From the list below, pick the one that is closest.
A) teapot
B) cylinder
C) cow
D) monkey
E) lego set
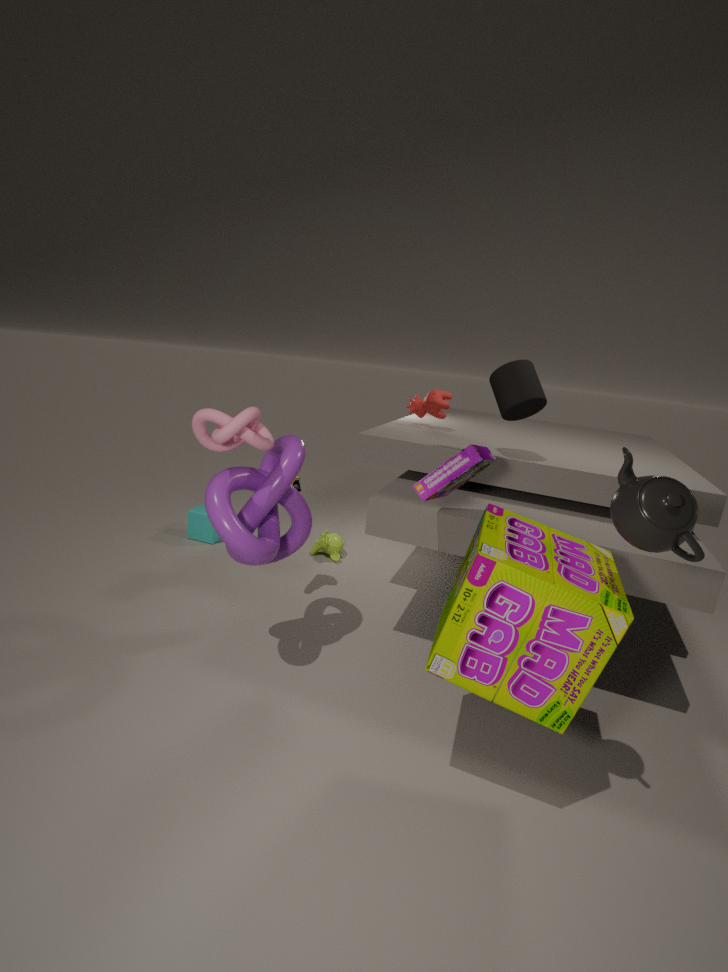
A. teapot
